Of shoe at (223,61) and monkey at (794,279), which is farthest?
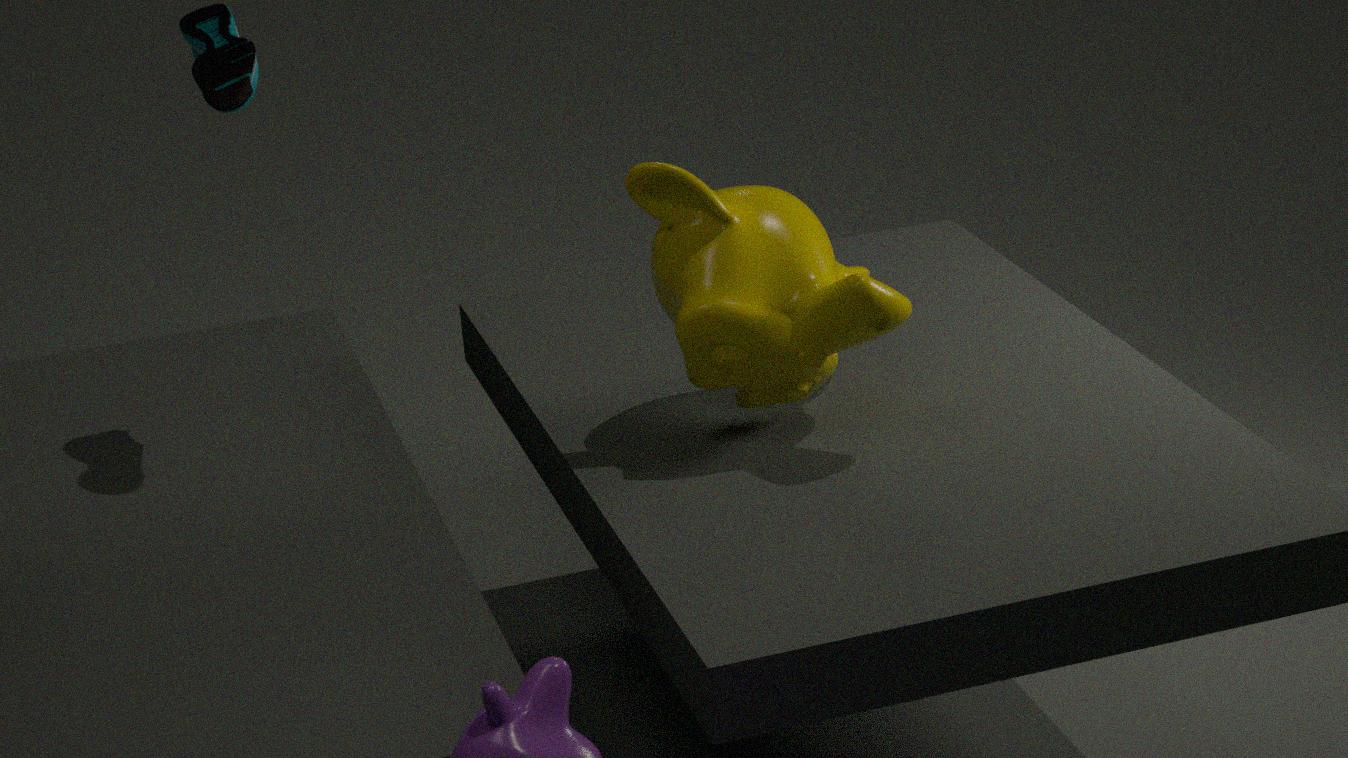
shoe at (223,61)
